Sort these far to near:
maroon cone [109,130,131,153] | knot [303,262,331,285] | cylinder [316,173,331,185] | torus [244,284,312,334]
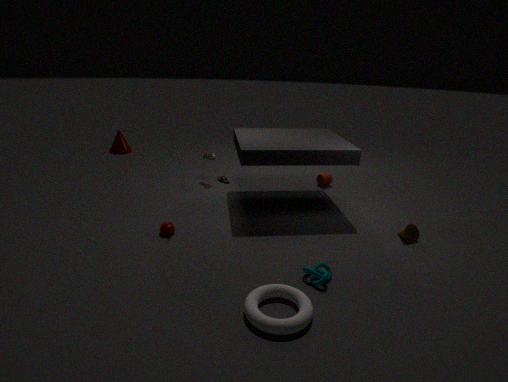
maroon cone [109,130,131,153]
cylinder [316,173,331,185]
knot [303,262,331,285]
torus [244,284,312,334]
